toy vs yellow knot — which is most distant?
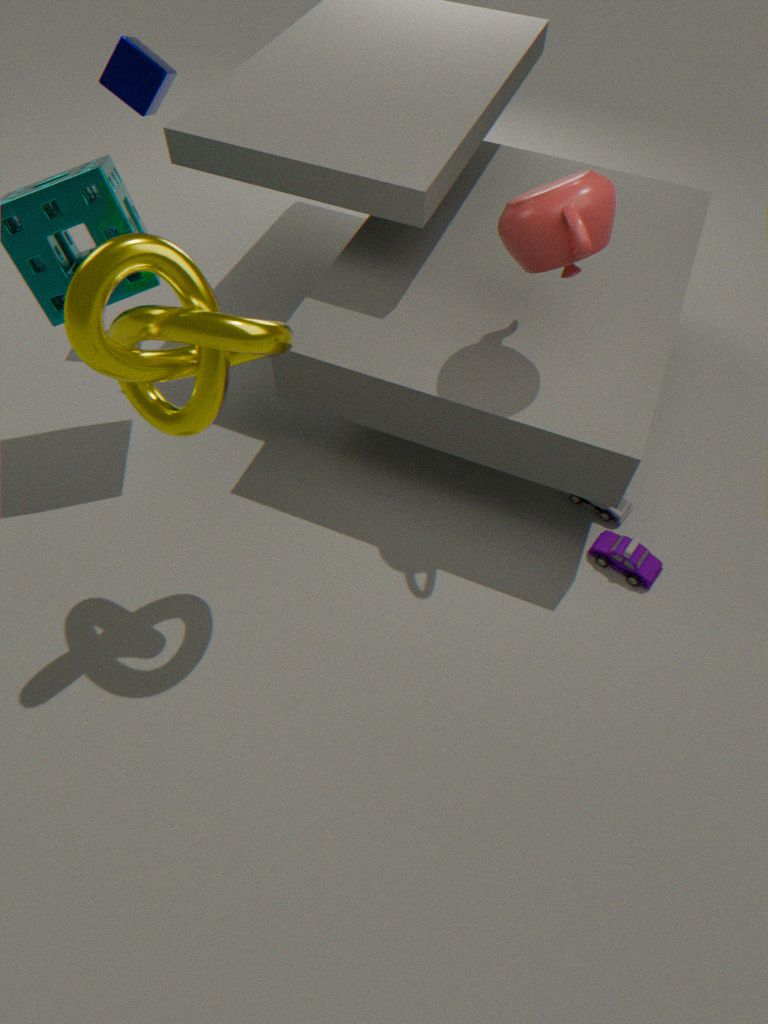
toy
